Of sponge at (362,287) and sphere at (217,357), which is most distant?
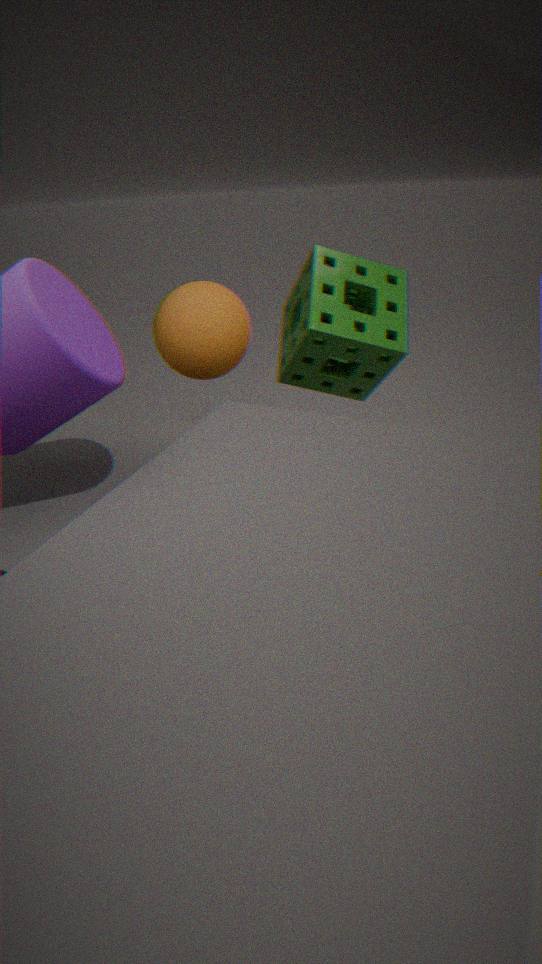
sphere at (217,357)
